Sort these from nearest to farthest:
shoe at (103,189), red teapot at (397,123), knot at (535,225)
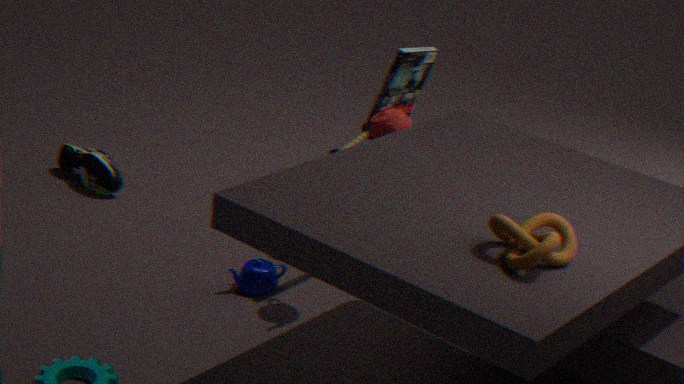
knot at (535,225)
red teapot at (397,123)
shoe at (103,189)
